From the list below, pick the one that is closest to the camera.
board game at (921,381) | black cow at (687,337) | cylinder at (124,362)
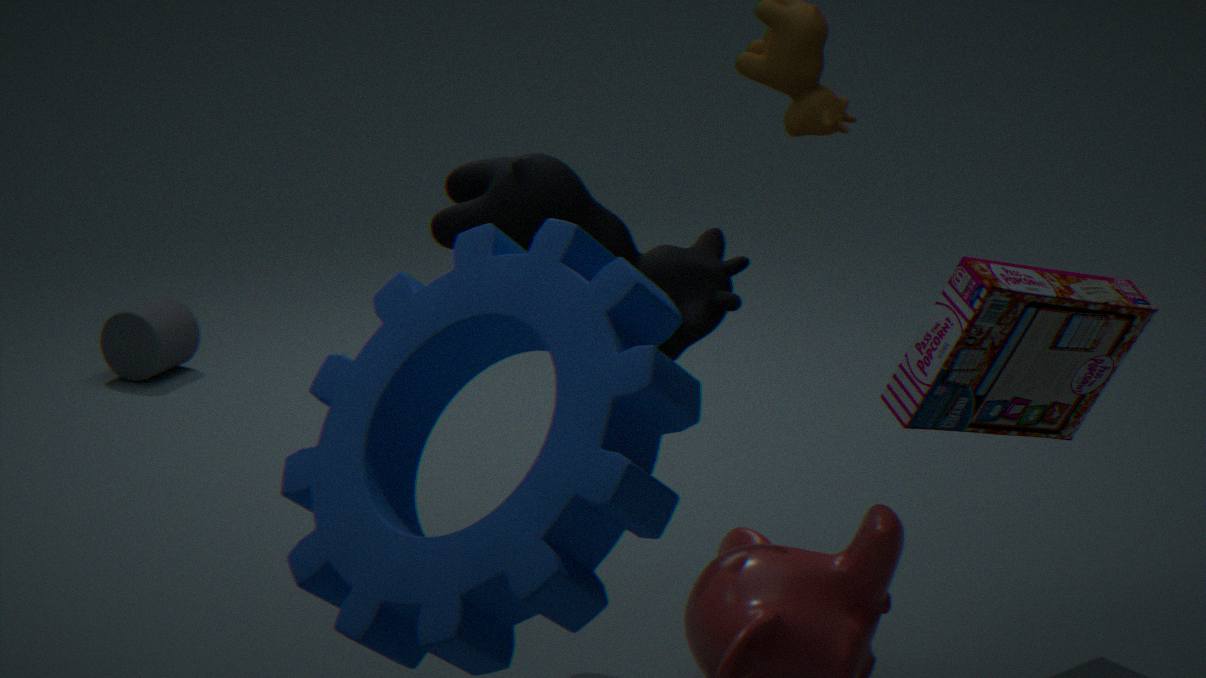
board game at (921,381)
